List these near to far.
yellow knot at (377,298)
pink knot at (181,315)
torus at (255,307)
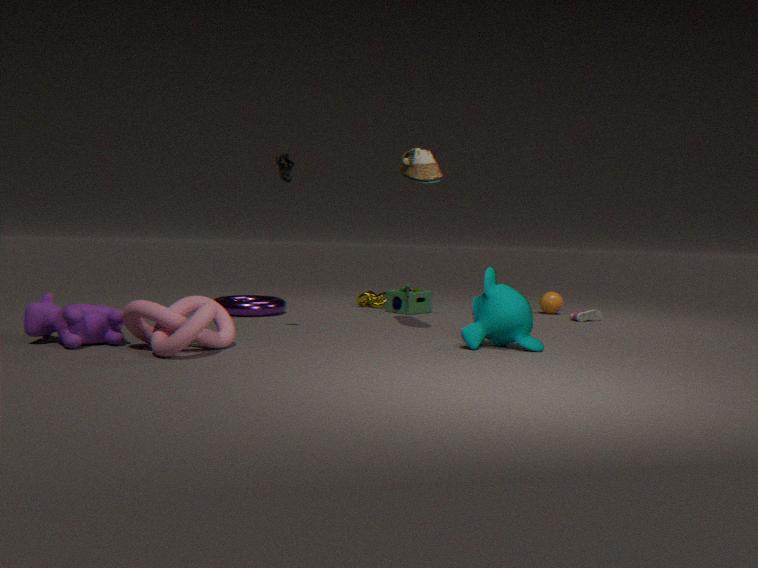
pink knot at (181,315) → torus at (255,307) → yellow knot at (377,298)
